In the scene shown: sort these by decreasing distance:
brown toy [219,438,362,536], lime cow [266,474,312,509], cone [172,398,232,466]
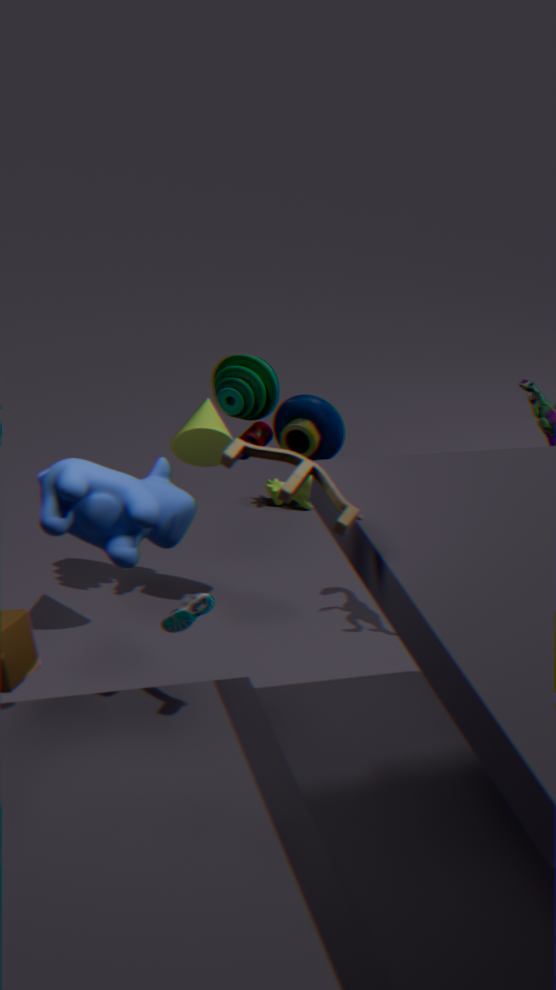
lime cow [266,474,312,509] → cone [172,398,232,466] → brown toy [219,438,362,536]
